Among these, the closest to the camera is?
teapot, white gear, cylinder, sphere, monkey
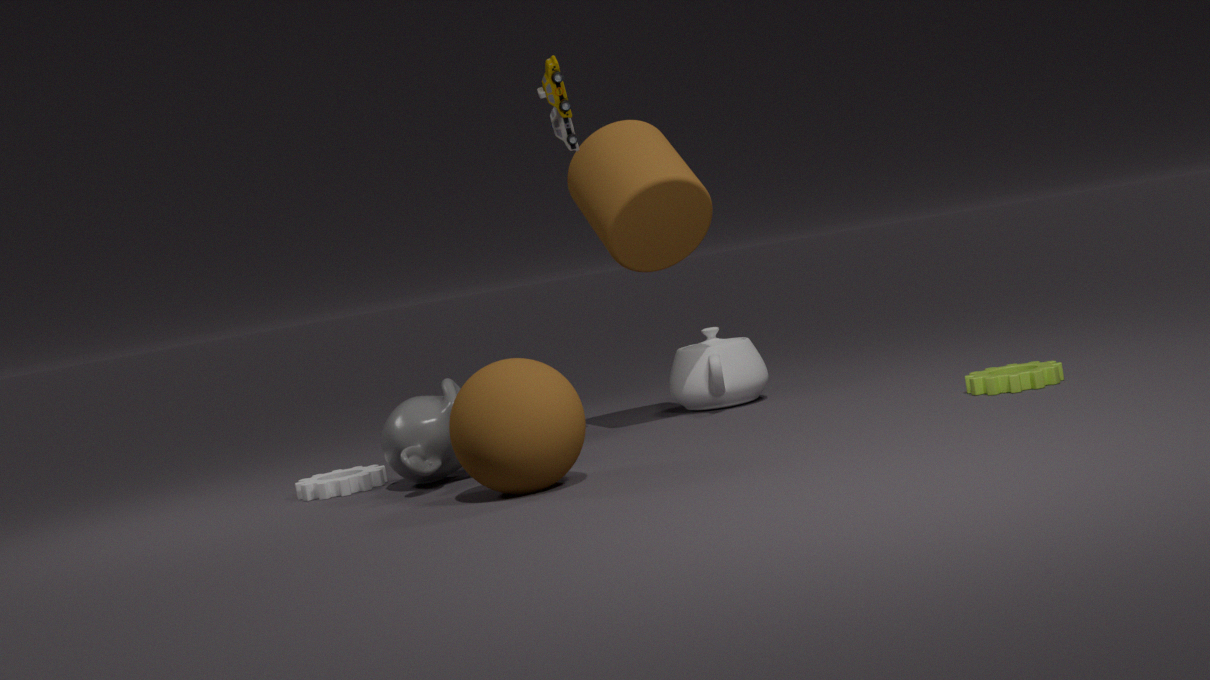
sphere
